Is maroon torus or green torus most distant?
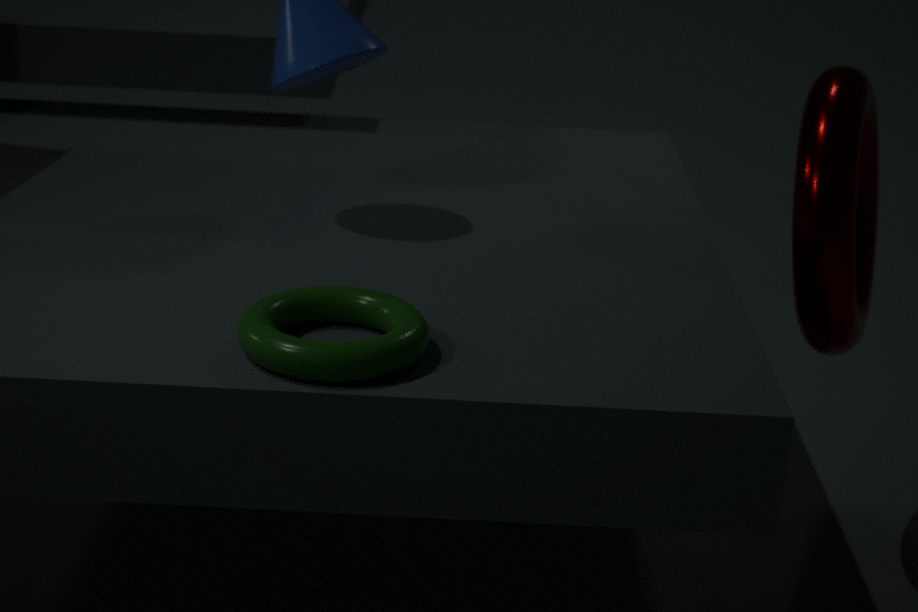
maroon torus
